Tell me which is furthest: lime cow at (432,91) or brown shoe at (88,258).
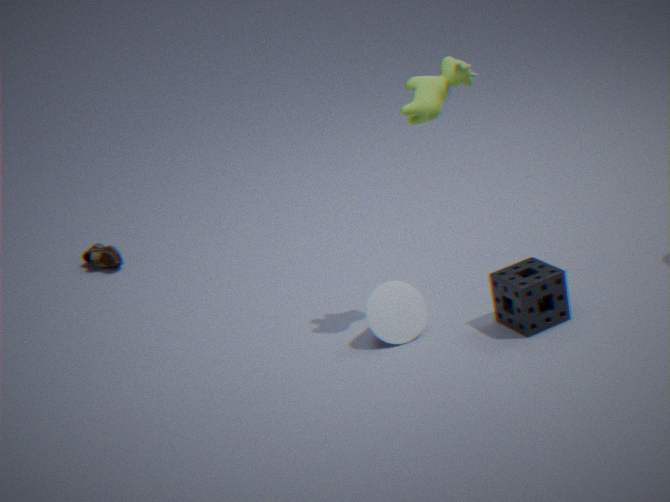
brown shoe at (88,258)
